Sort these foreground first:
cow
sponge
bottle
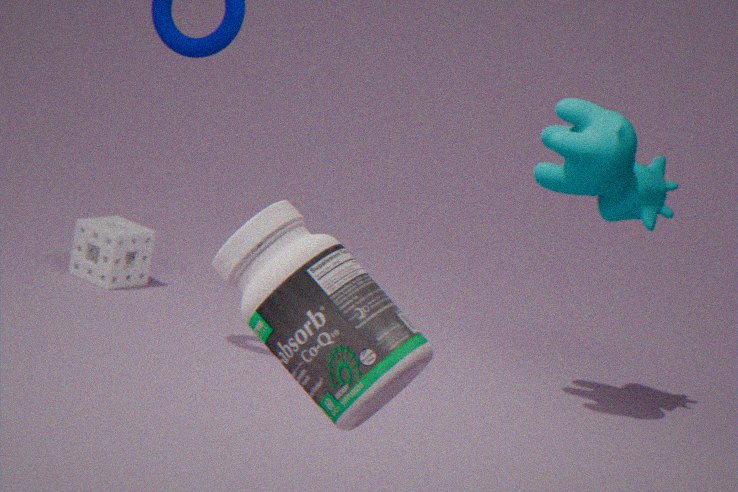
bottle
cow
sponge
